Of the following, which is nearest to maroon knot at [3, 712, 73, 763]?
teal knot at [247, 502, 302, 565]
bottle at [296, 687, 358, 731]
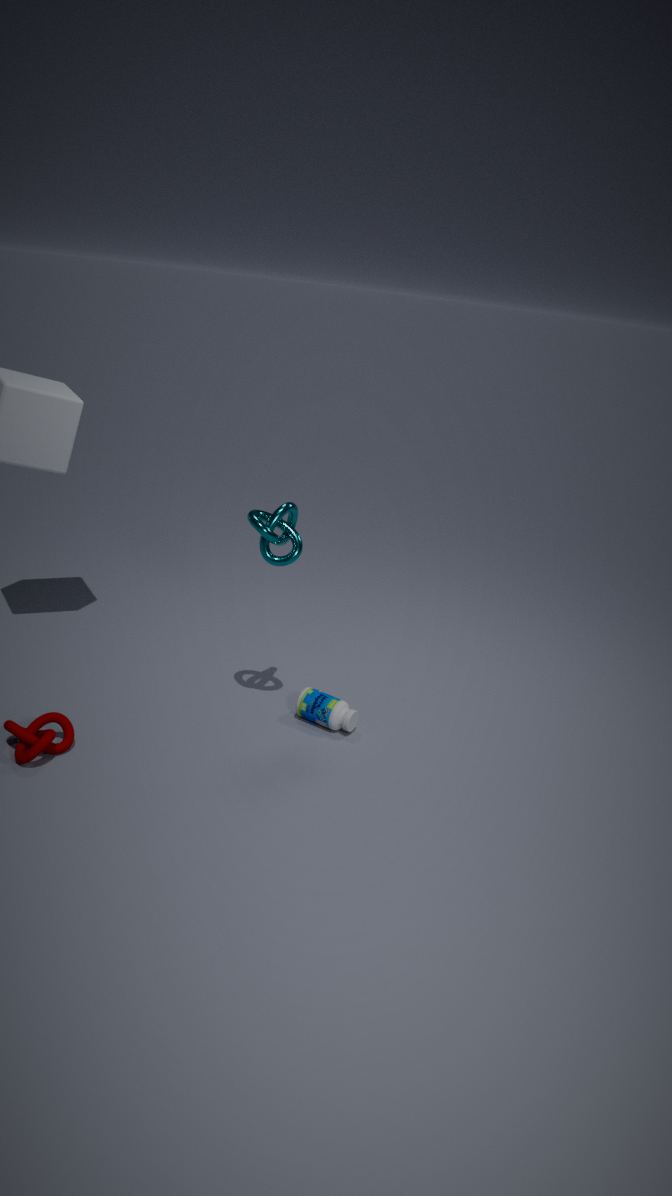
bottle at [296, 687, 358, 731]
